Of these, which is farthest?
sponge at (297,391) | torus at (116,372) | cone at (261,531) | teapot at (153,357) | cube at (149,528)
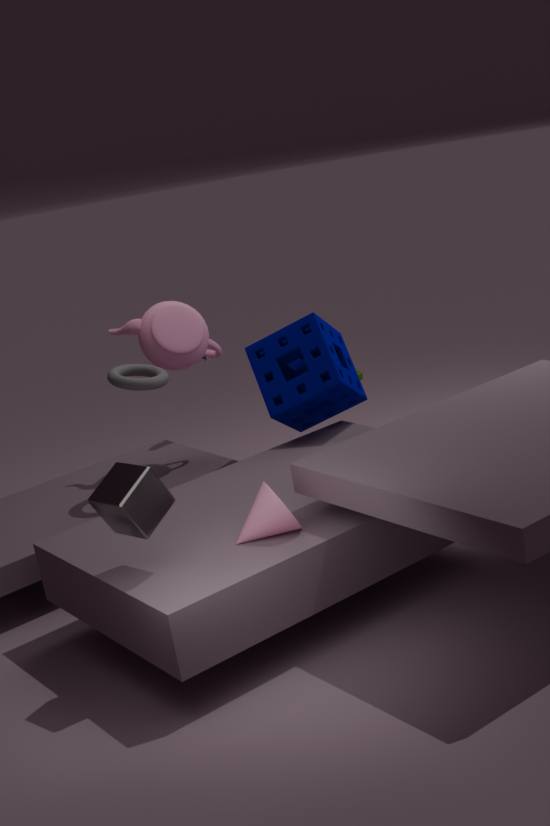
teapot at (153,357)
